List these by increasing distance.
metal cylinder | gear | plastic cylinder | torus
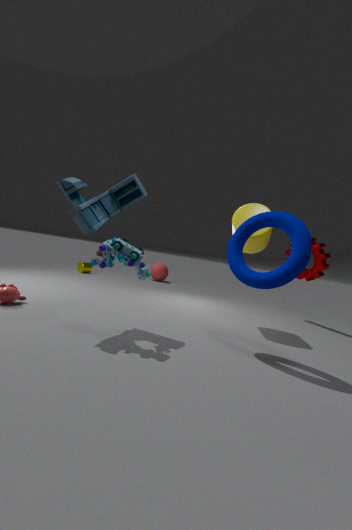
torus
plastic cylinder
gear
metal cylinder
